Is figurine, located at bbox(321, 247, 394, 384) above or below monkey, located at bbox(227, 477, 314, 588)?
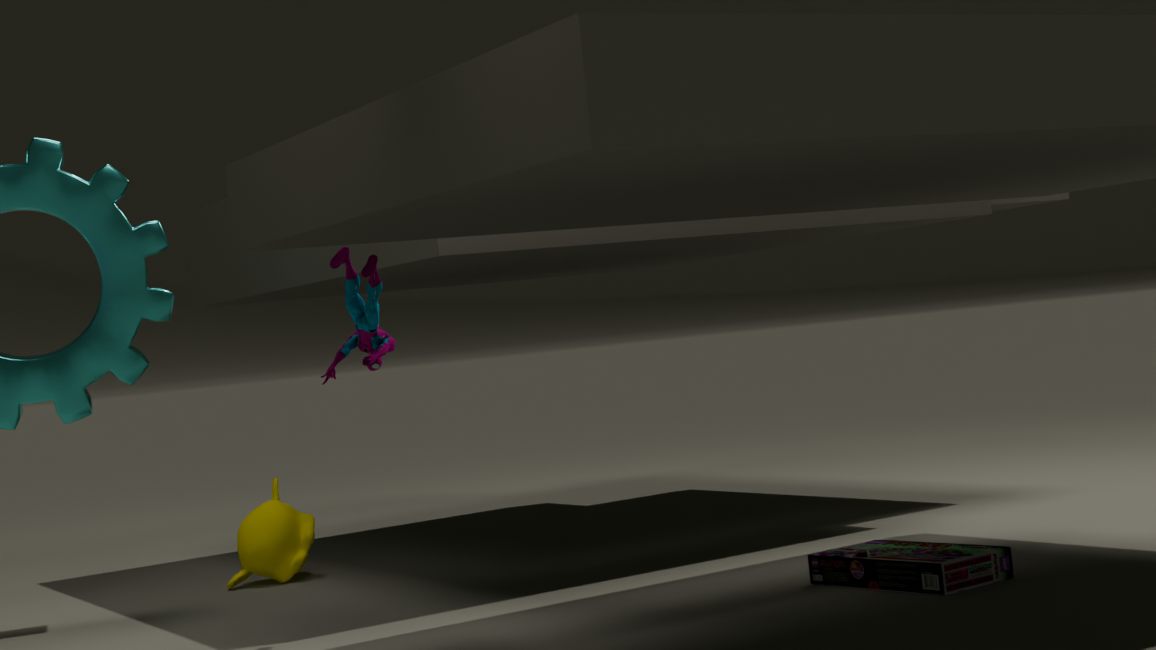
above
